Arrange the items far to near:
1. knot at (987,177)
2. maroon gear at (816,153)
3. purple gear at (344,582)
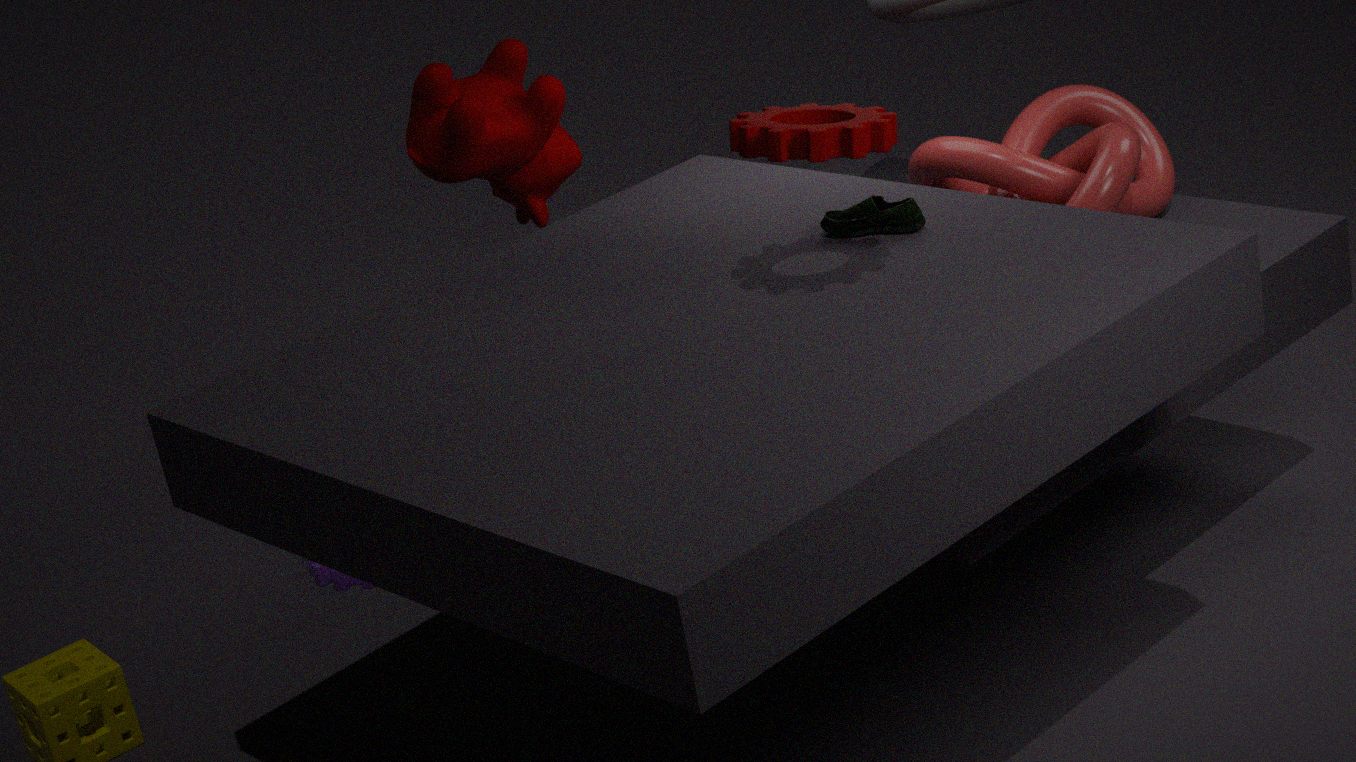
purple gear at (344,582), knot at (987,177), maroon gear at (816,153)
